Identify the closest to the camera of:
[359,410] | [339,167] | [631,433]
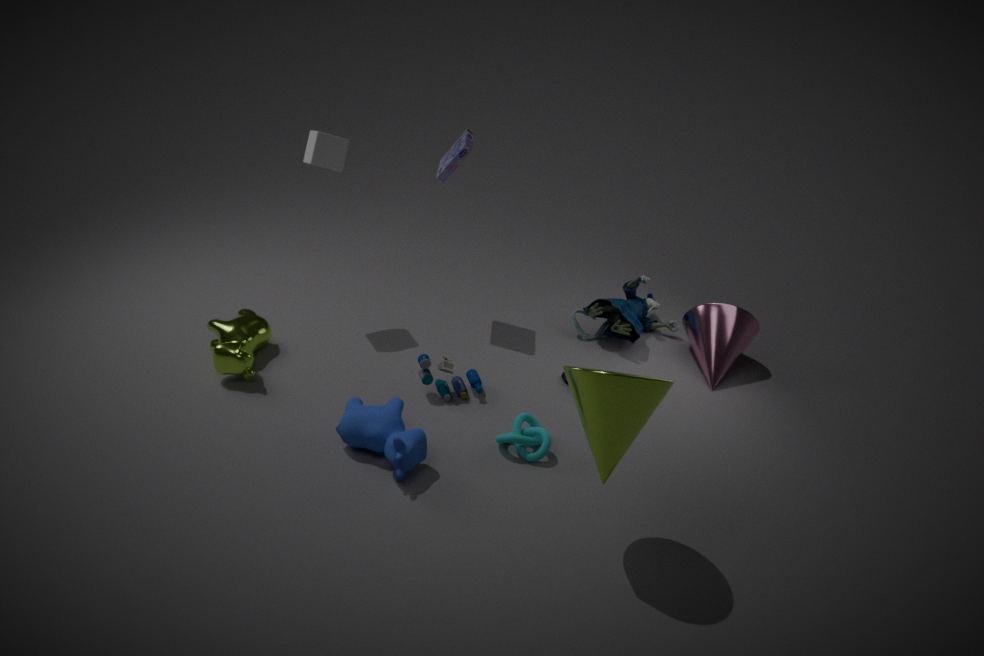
[631,433]
